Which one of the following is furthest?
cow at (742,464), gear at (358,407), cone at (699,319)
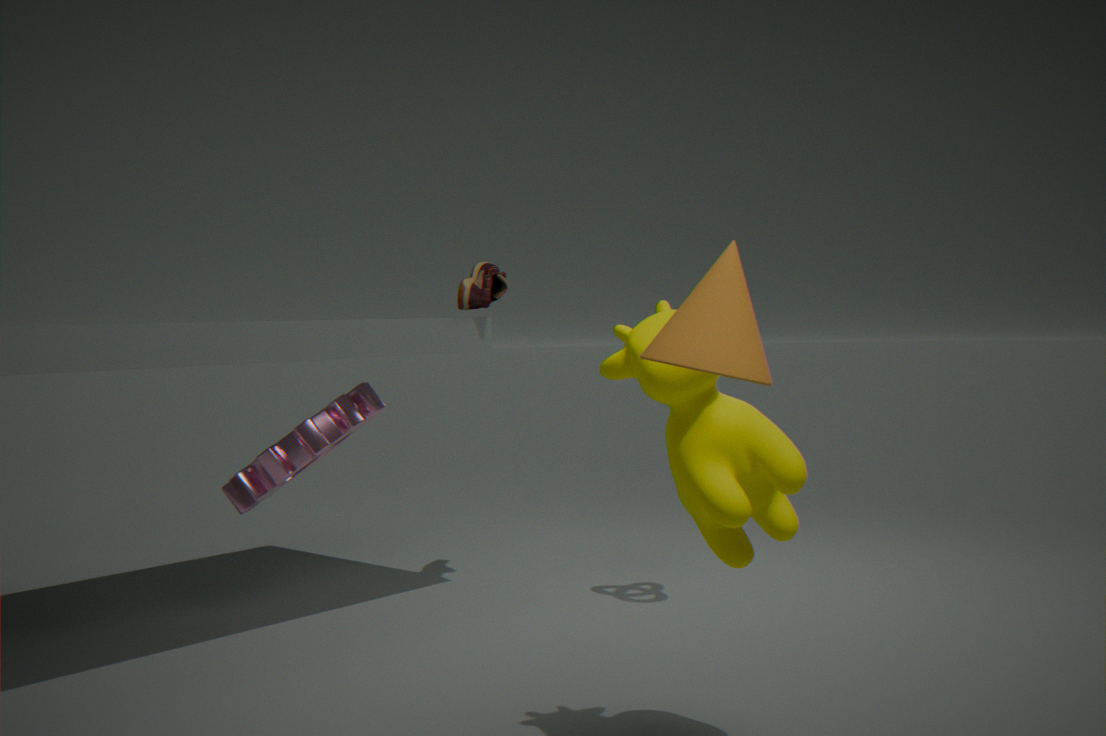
gear at (358,407)
